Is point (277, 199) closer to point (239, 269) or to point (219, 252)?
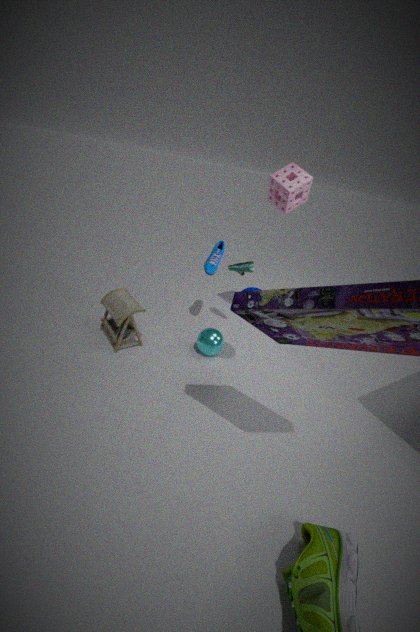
point (239, 269)
